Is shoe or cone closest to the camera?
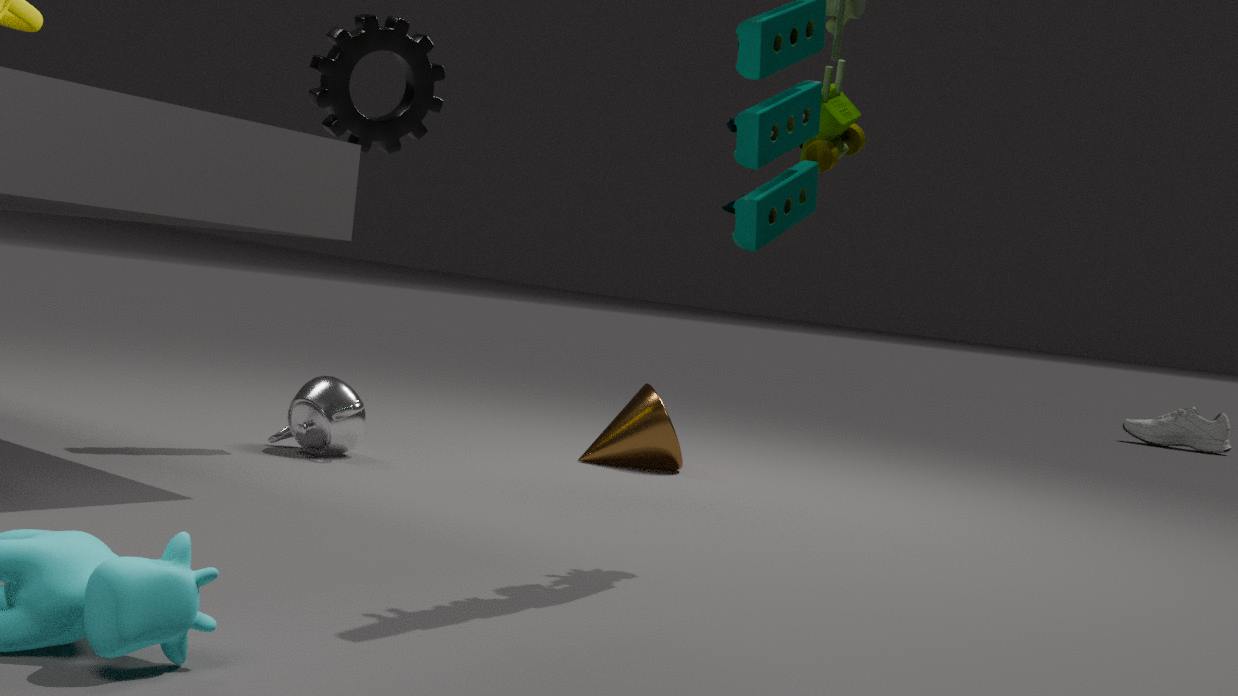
cone
